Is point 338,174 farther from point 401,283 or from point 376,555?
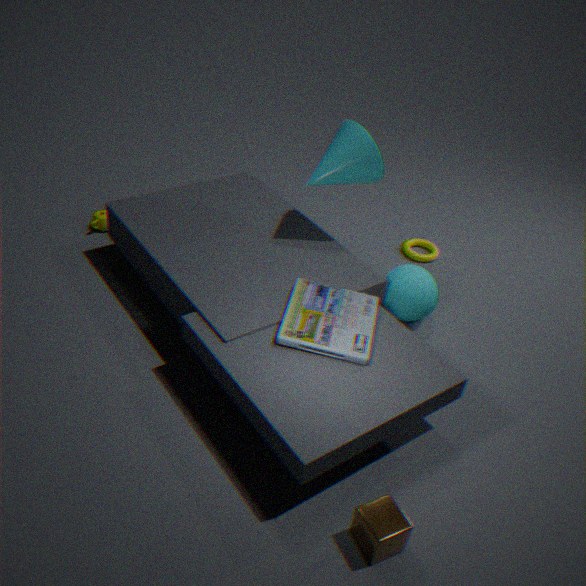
point 376,555
